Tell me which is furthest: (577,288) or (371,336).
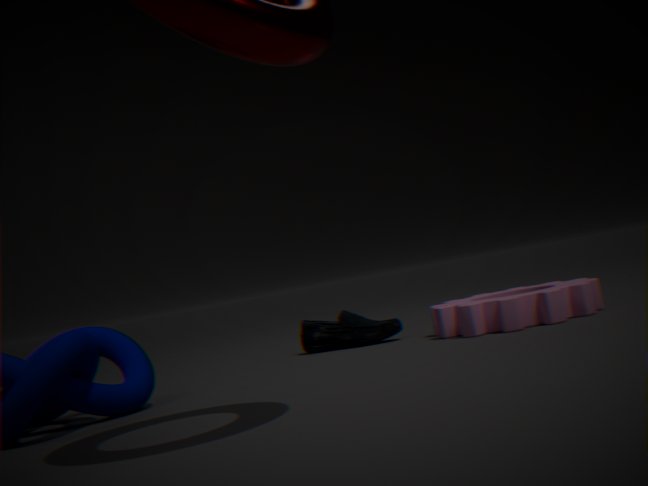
(371,336)
